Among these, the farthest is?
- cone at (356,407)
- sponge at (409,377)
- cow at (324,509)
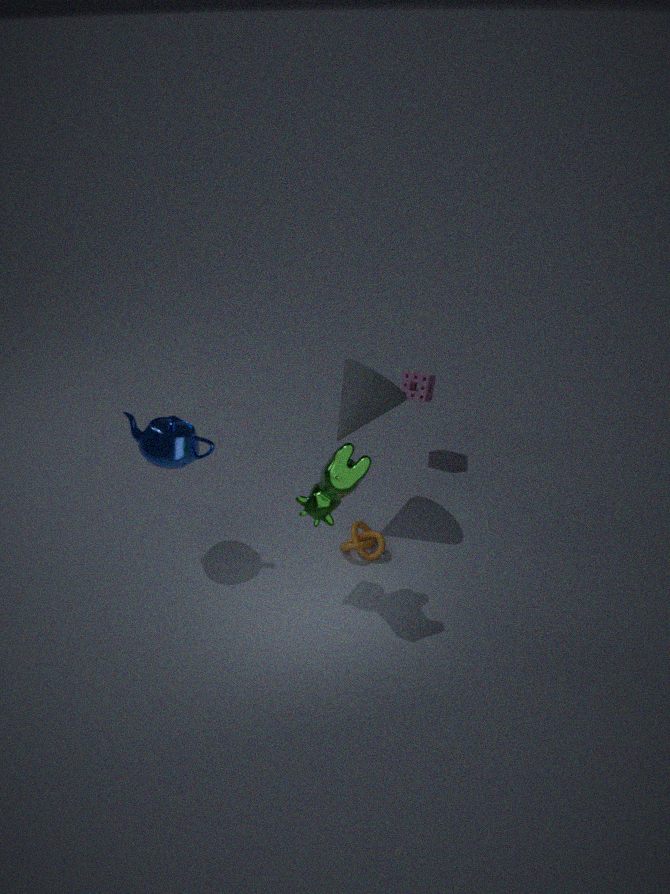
sponge at (409,377)
